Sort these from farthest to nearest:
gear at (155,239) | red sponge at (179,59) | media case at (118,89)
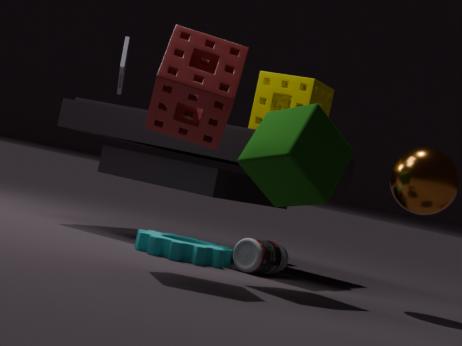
media case at (118,89) < gear at (155,239) < red sponge at (179,59)
